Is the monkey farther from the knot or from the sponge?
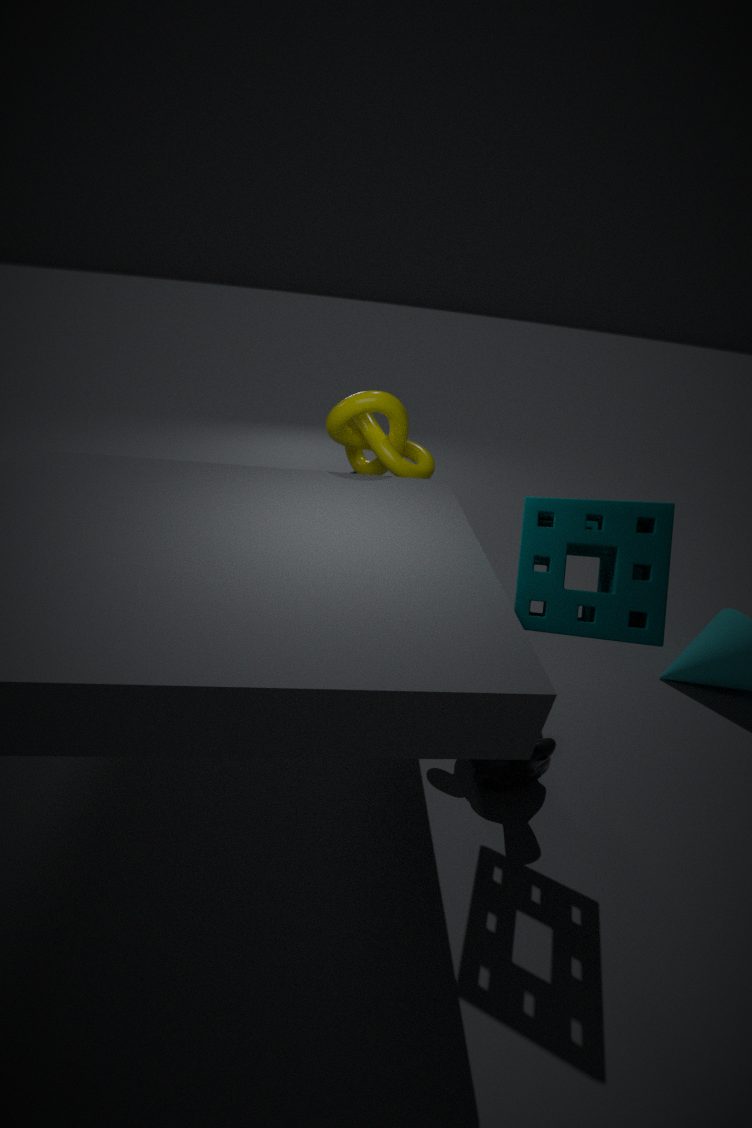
the knot
